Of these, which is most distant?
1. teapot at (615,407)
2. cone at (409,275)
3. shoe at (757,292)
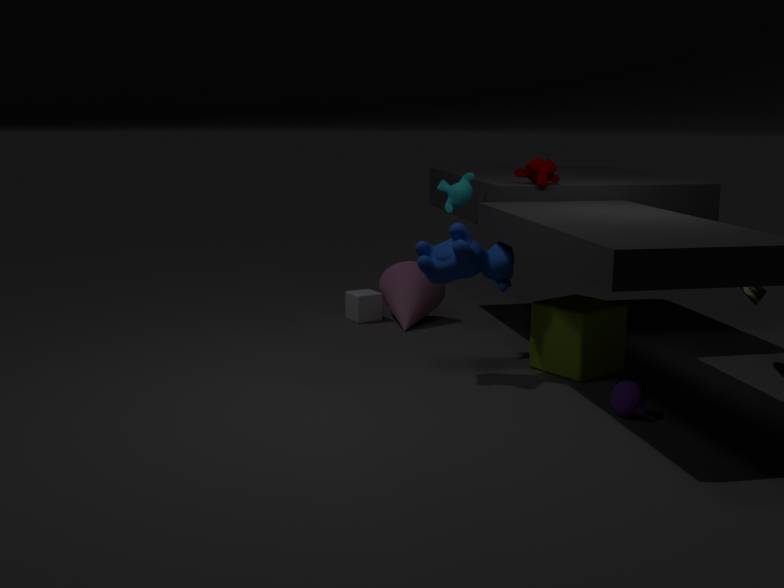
cone at (409,275)
